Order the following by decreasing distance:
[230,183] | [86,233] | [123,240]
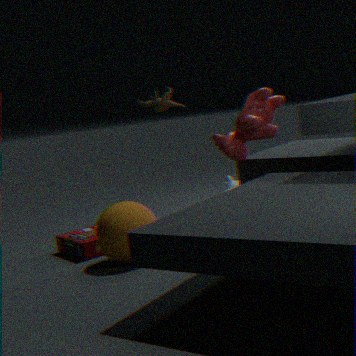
1. [230,183]
2. [86,233]
3. [123,240]
